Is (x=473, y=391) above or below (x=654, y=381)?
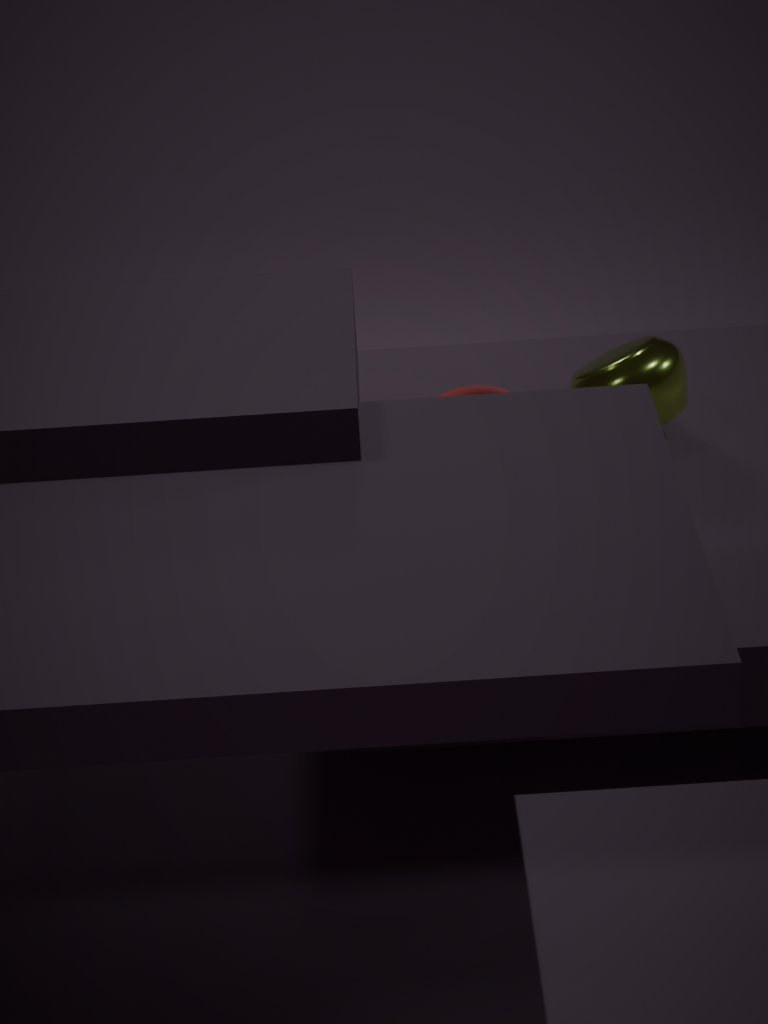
below
